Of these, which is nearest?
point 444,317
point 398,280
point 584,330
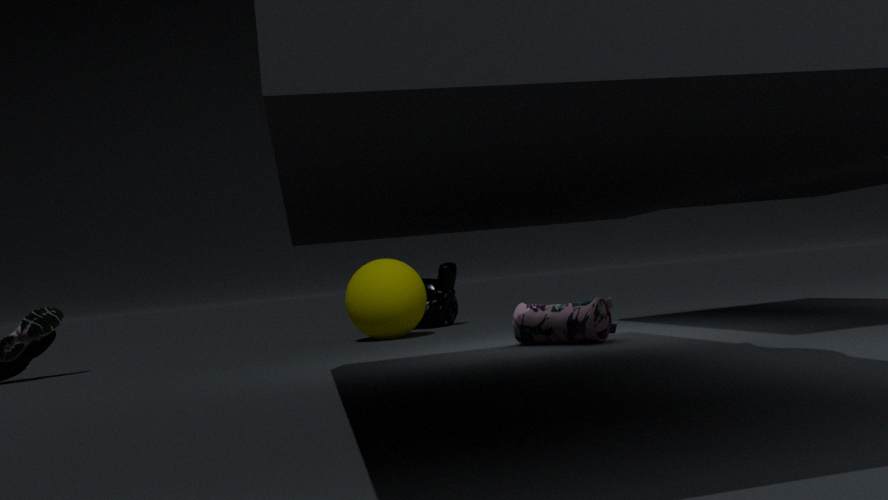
point 584,330
